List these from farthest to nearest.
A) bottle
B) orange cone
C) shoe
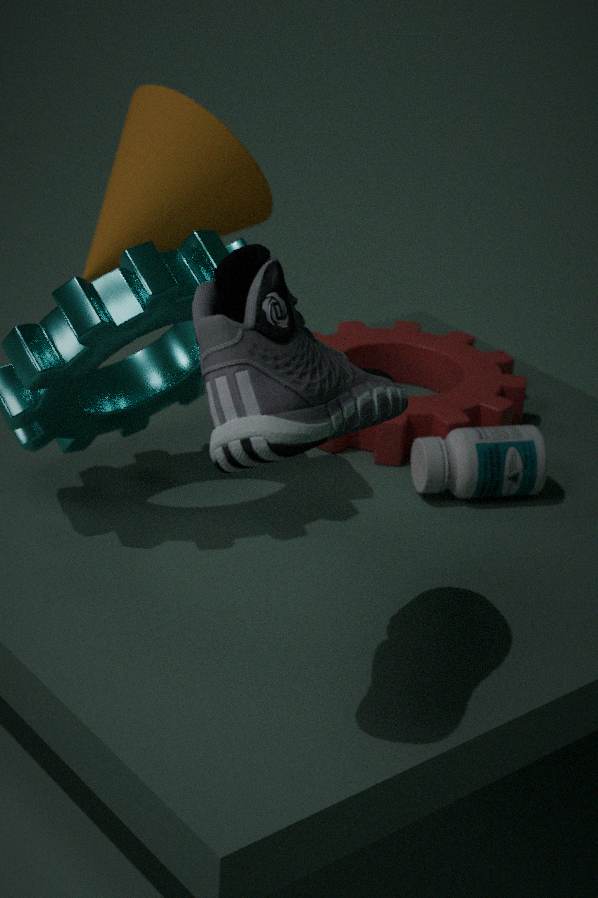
orange cone → bottle → shoe
